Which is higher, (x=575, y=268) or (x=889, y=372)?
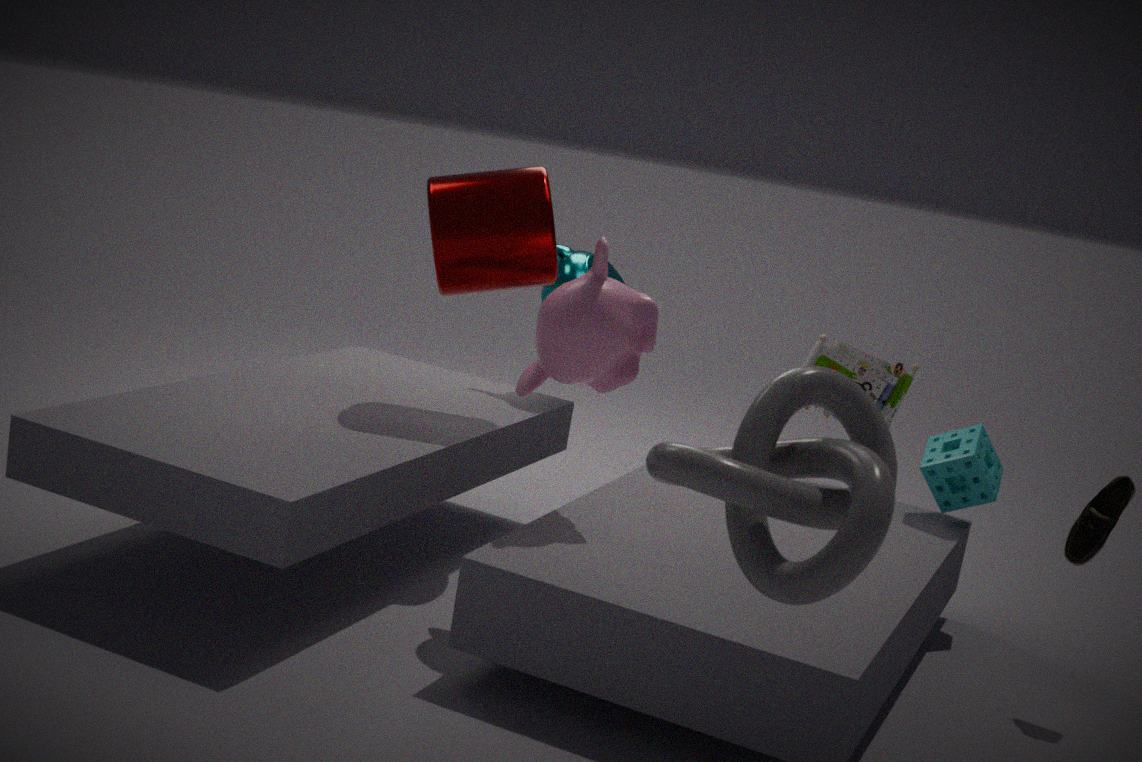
(x=575, y=268)
